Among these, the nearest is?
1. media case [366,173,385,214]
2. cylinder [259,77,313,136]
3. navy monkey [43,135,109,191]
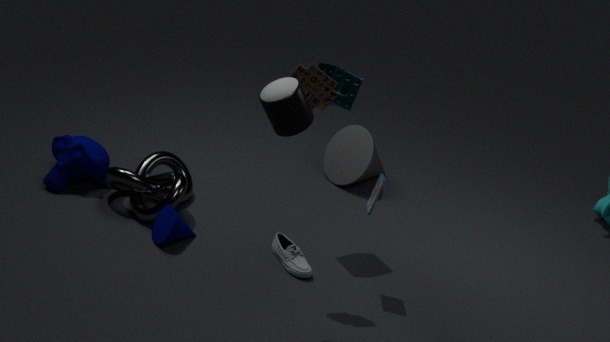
cylinder [259,77,313,136]
